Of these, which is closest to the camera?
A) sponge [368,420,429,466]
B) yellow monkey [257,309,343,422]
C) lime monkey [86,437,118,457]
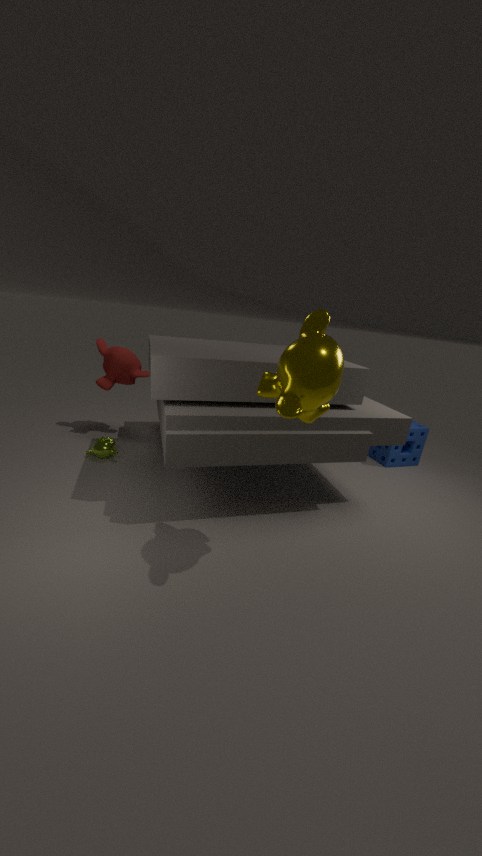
yellow monkey [257,309,343,422]
